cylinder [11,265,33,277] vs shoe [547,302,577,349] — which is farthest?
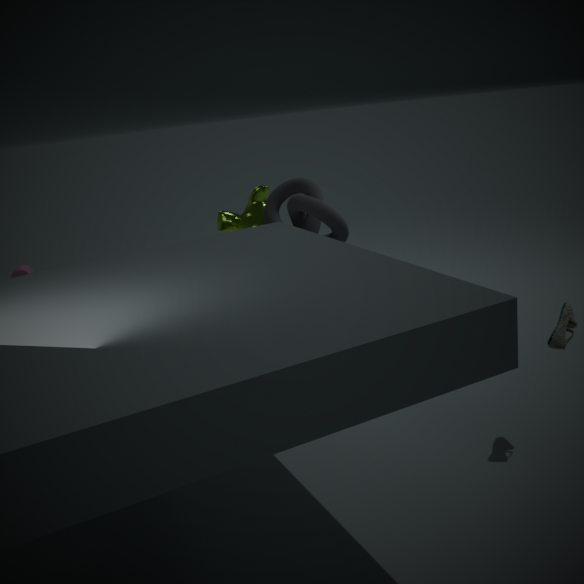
cylinder [11,265,33,277]
